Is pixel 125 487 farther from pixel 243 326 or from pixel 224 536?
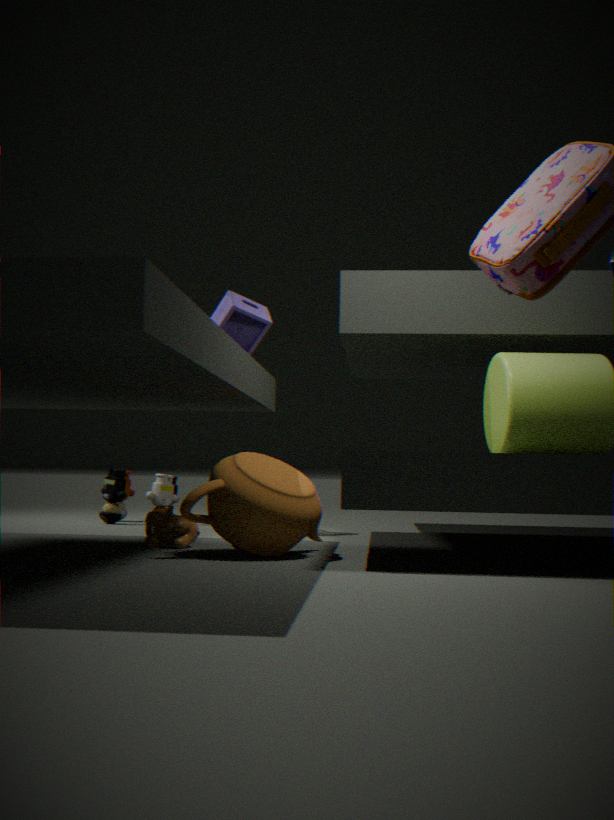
pixel 224 536
